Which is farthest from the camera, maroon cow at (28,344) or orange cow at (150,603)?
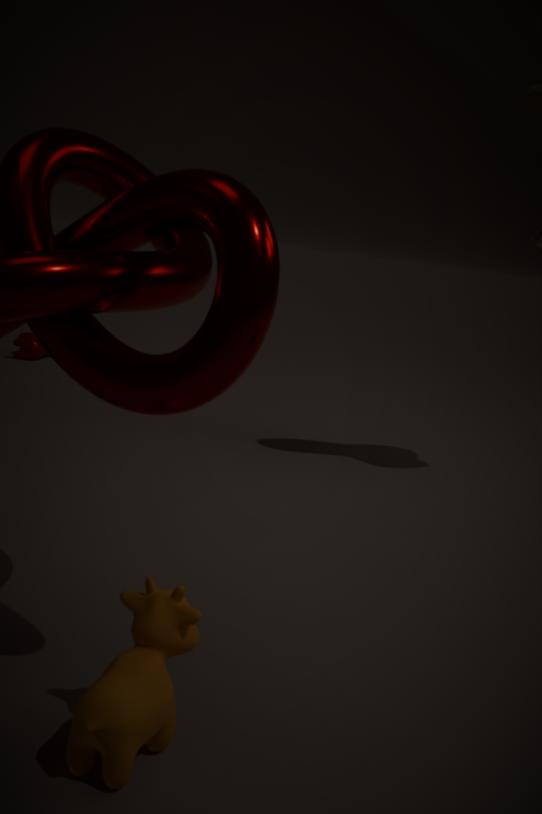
maroon cow at (28,344)
